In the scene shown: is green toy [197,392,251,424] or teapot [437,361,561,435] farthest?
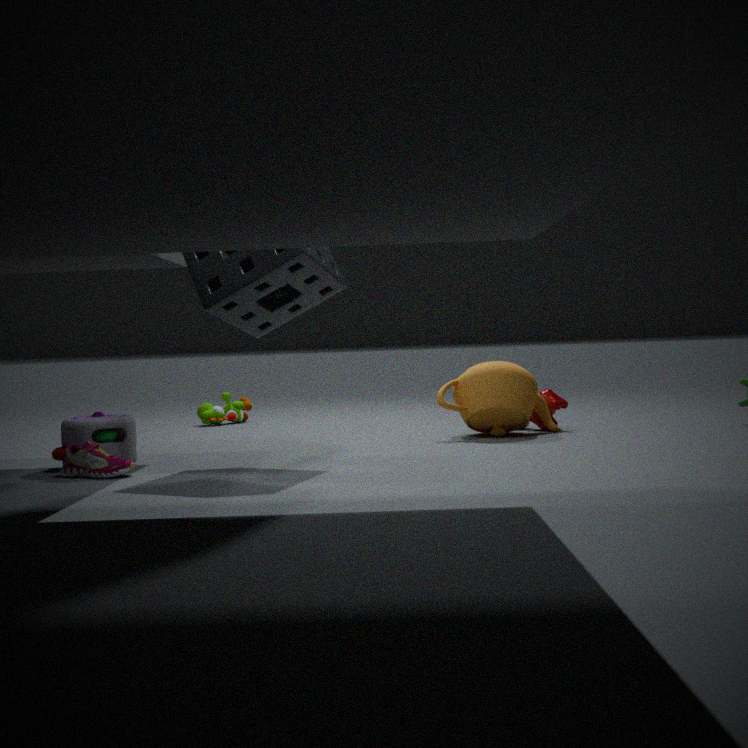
green toy [197,392,251,424]
